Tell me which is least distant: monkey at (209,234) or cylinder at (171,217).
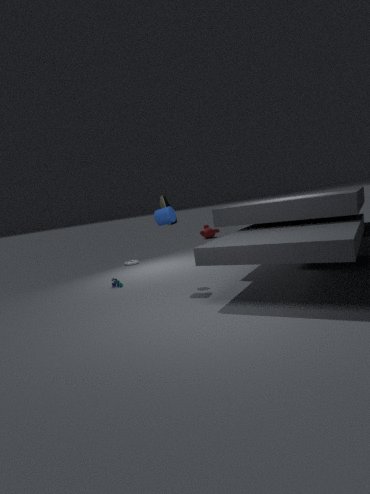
cylinder at (171,217)
